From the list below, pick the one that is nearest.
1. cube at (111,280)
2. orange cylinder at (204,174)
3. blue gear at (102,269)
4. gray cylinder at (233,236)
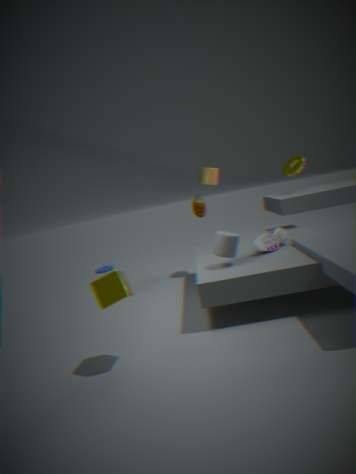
cube at (111,280)
